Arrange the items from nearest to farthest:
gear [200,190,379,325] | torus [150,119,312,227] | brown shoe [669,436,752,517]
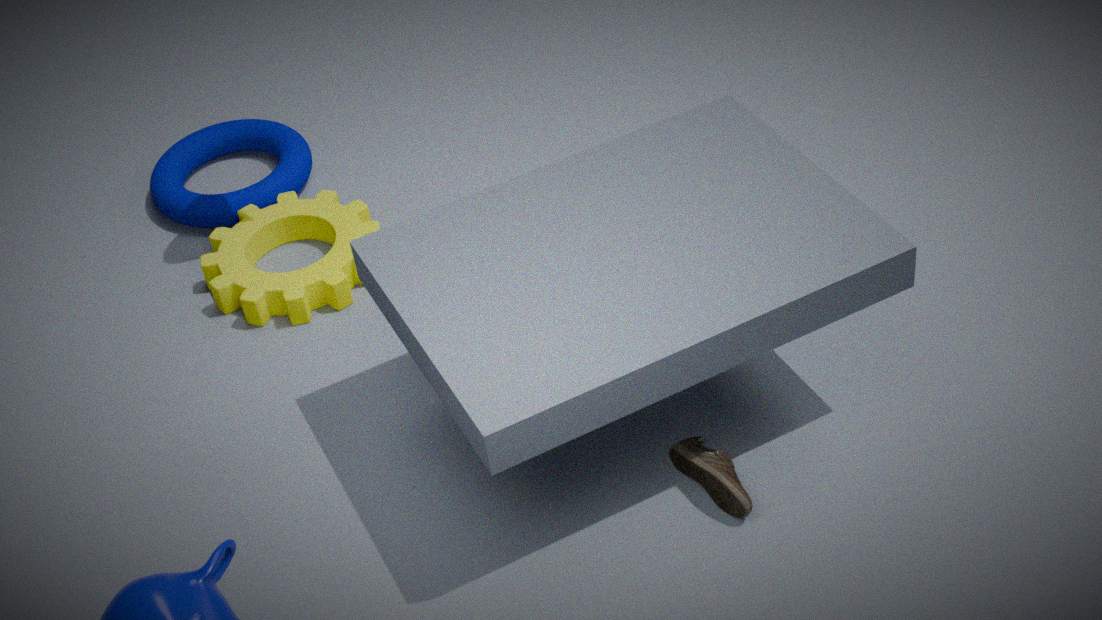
brown shoe [669,436,752,517], gear [200,190,379,325], torus [150,119,312,227]
